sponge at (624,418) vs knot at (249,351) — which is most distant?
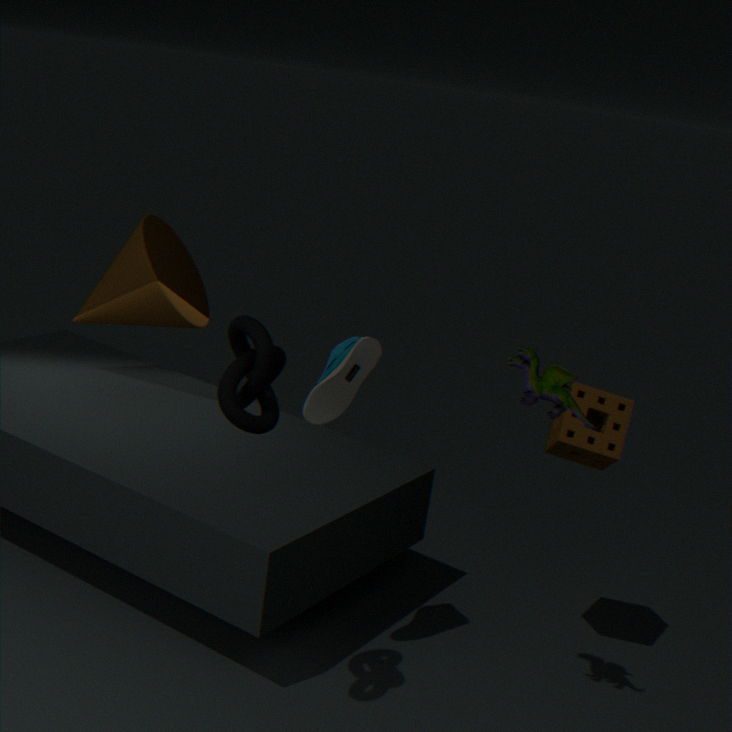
sponge at (624,418)
